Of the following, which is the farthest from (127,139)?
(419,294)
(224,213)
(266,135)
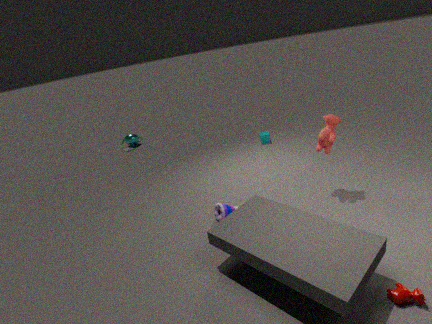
(419,294)
